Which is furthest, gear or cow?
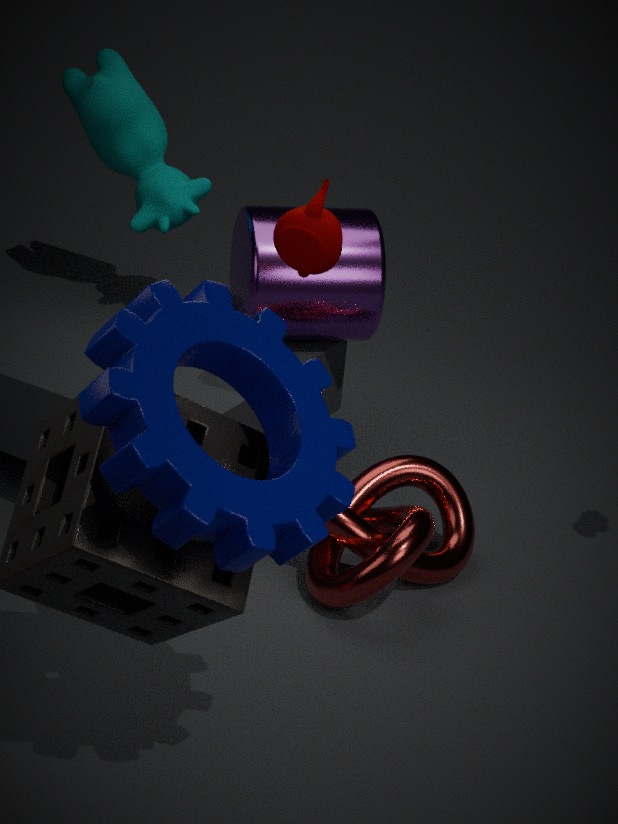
cow
